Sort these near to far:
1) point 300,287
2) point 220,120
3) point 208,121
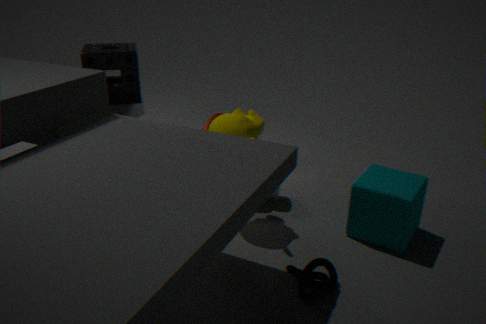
1. 1. point 300,287
2. 2. point 220,120
3. 3. point 208,121
